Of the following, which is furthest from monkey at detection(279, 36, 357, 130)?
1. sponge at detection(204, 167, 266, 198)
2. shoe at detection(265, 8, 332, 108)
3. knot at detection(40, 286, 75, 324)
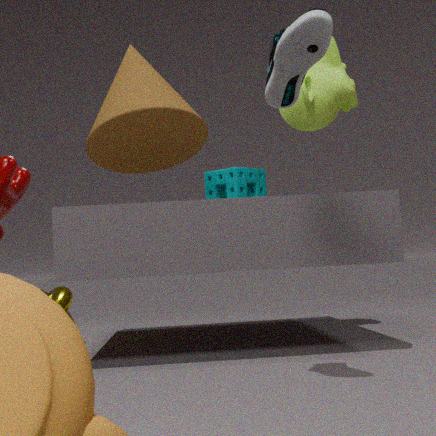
knot at detection(40, 286, 75, 324)
